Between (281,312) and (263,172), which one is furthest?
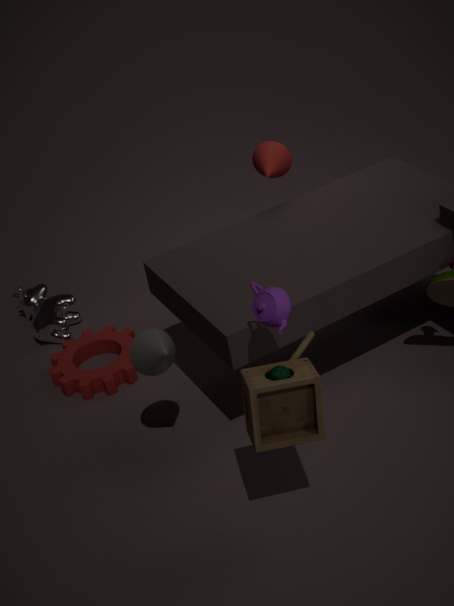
(263,172)
